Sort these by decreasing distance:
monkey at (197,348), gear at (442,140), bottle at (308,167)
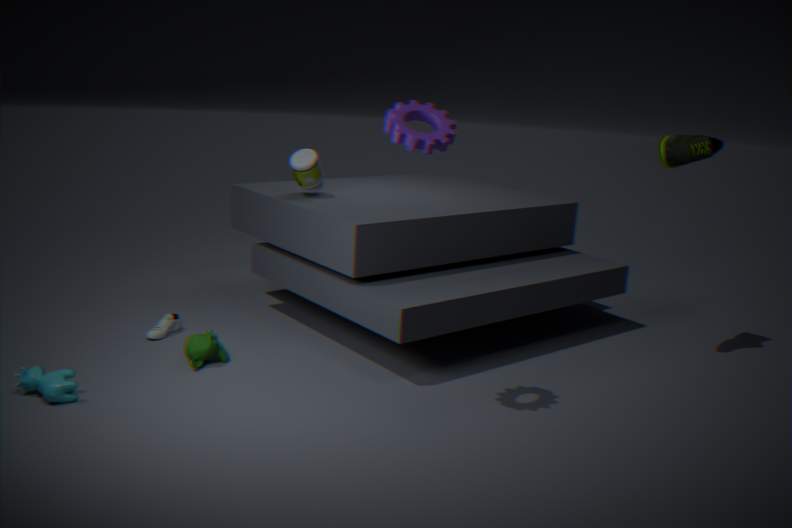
bottle at (308,167), monkey at (197,348), gear at (442,140)
